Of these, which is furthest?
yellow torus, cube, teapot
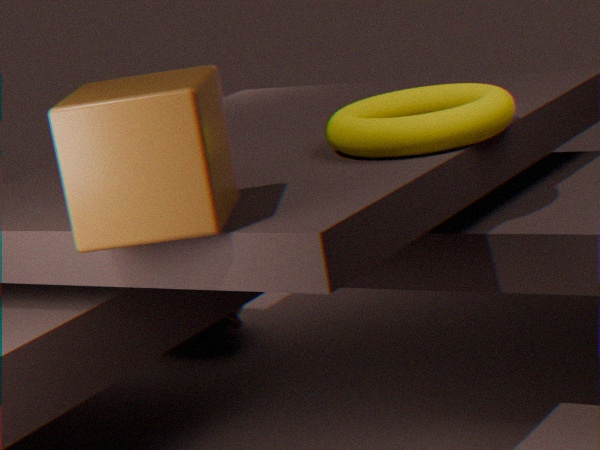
teapot
